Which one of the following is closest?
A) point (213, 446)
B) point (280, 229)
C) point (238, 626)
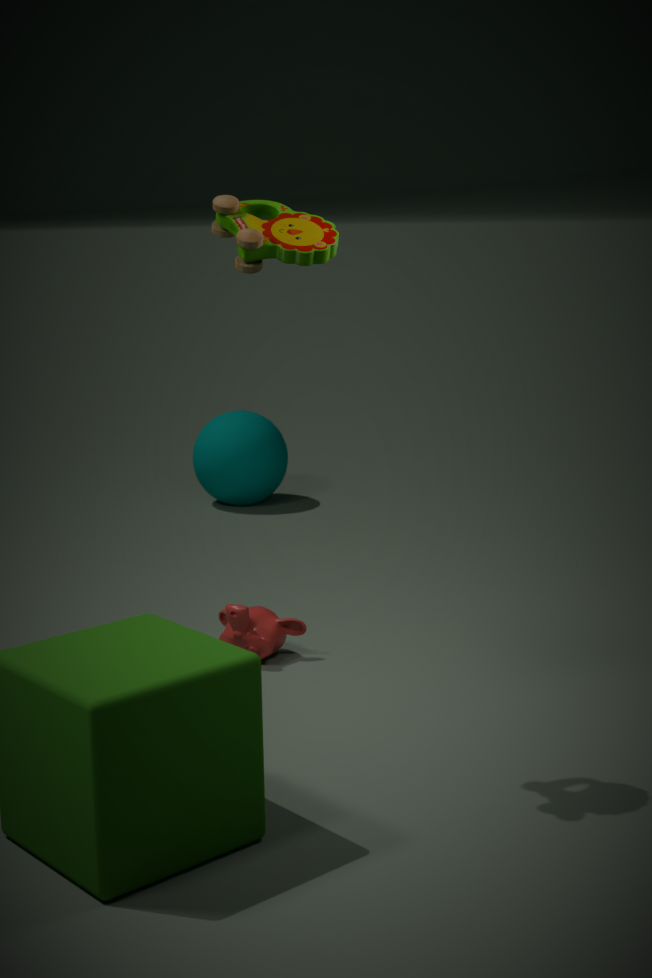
point (280, 229)
